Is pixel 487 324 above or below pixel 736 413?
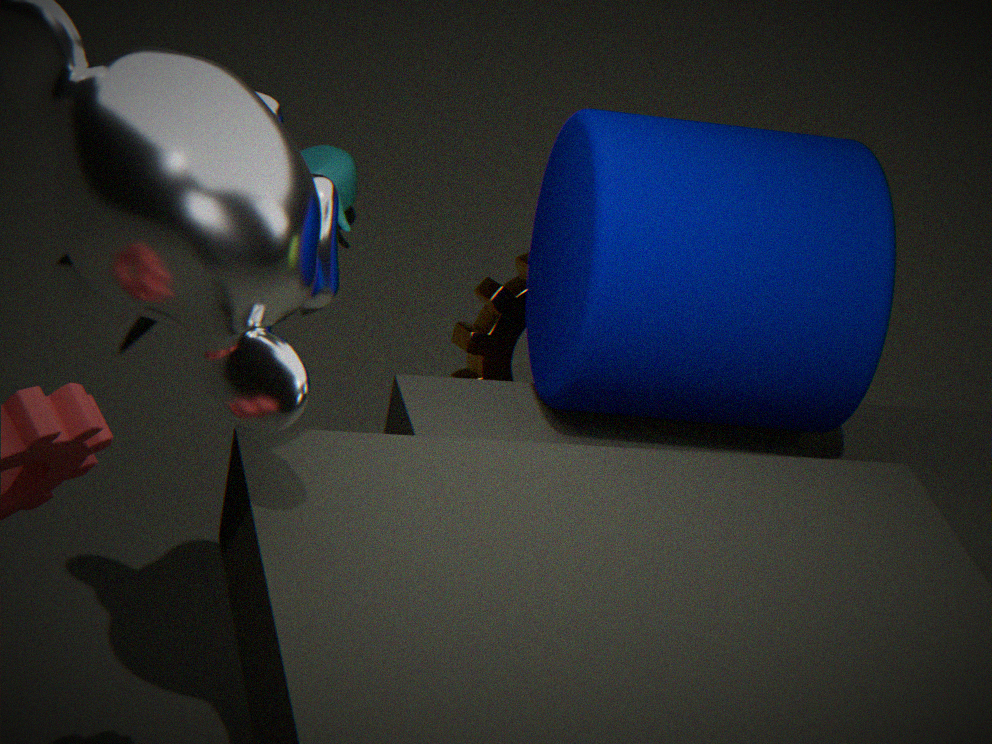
below
